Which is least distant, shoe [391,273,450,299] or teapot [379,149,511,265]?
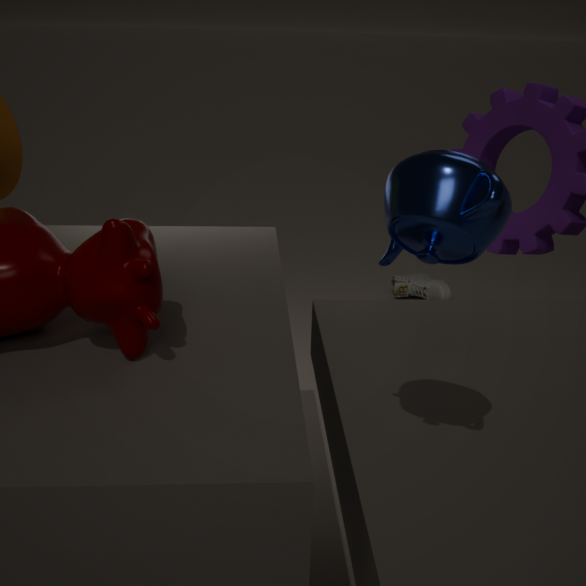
teapot [379,149,511,265]
